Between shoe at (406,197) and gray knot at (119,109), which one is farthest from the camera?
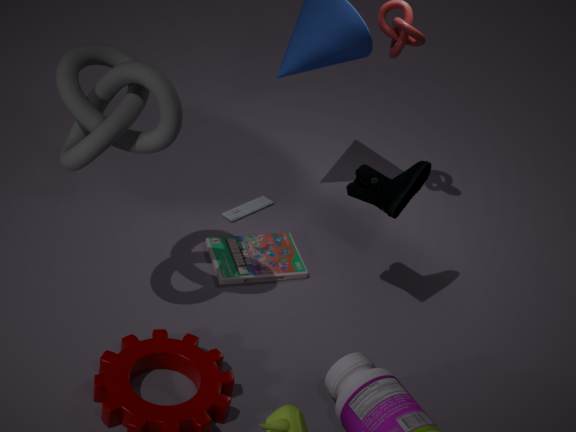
shoe at (406,197)
